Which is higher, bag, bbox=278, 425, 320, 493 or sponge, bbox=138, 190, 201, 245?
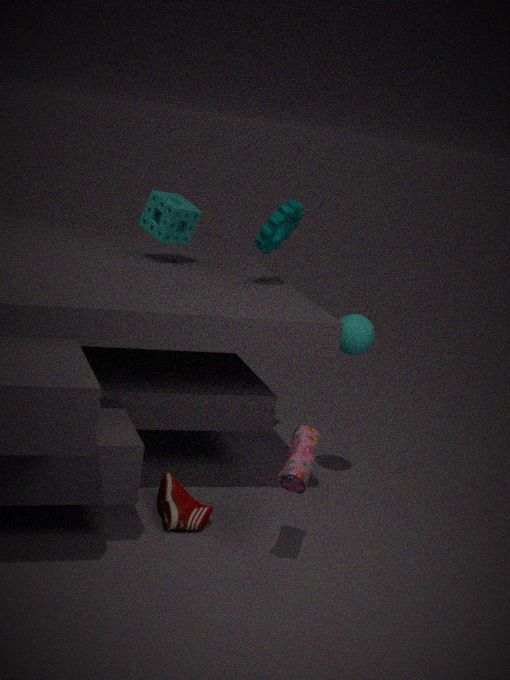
sponge, bbox=138, 190, 201, 245
